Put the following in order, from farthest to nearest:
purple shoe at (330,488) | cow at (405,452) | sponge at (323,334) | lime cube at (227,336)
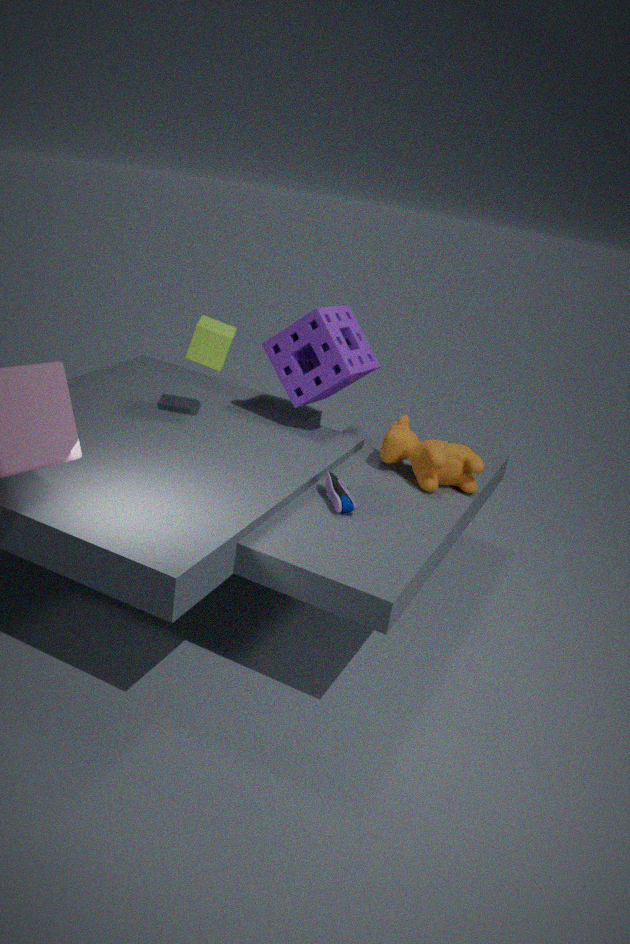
sponge at (323,334), lime cube at (227,336), cow at (405,452), purple shoe at (330,488)
